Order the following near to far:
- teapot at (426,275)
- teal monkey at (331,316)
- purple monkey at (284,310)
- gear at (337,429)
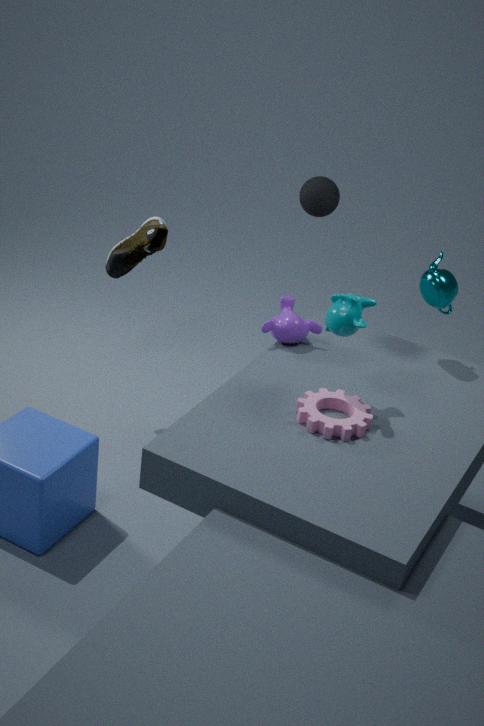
1. gear at (337,429)
2. teal monkey at (331,316)
3. teapot at (426,275)
4. purple monkey at (284,310)
